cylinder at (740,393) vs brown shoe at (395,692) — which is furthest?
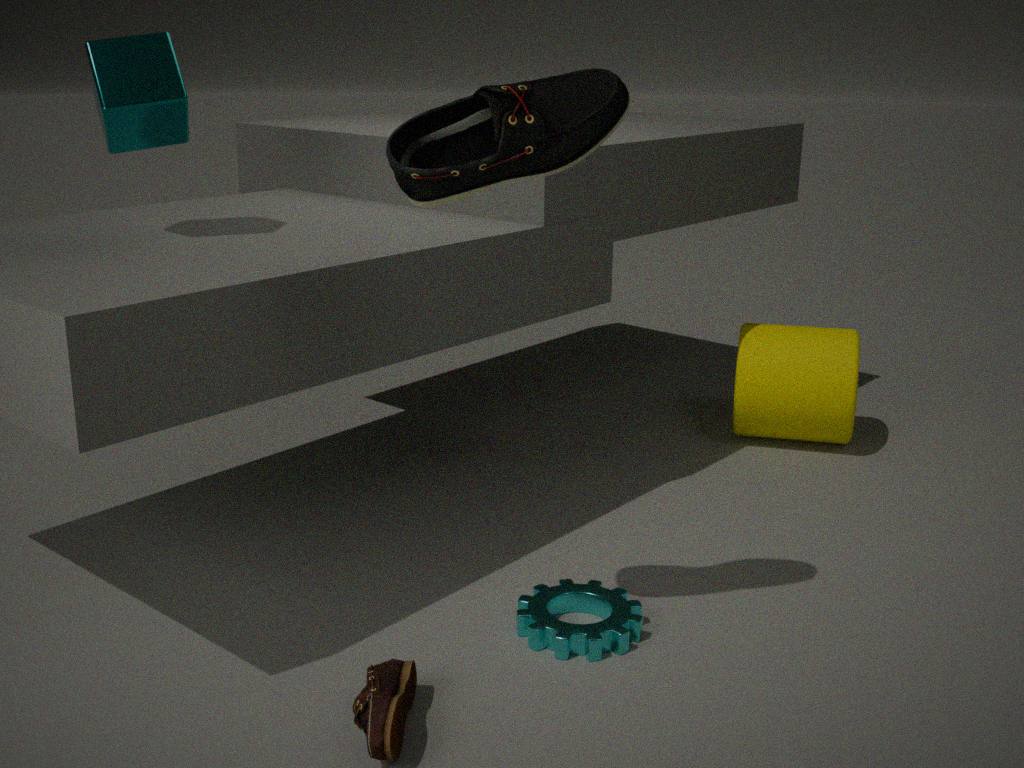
cylinder at (740,393)
